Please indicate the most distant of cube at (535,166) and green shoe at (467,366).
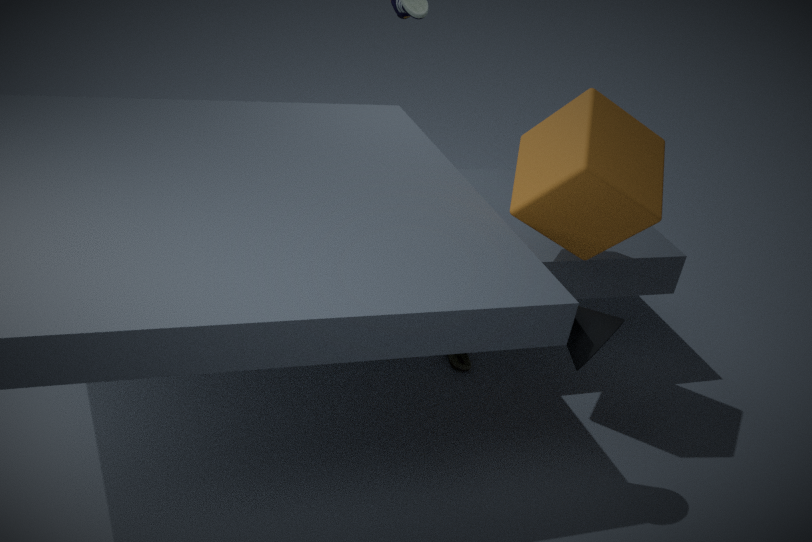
green shoe at (467,366)
